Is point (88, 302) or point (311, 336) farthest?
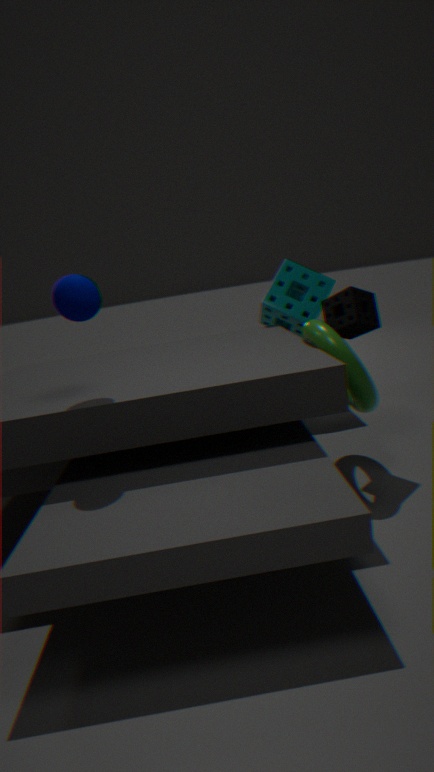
point (311, 336)
